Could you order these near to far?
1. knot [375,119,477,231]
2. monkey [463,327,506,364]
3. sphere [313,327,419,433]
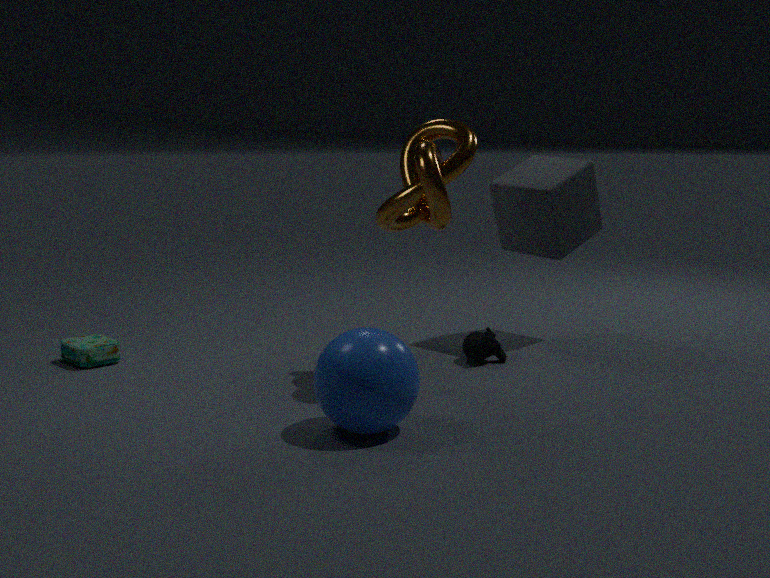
sphere [313,327,419,433] → knot [375,119,477,231] → monkey [463,327,506,364]
